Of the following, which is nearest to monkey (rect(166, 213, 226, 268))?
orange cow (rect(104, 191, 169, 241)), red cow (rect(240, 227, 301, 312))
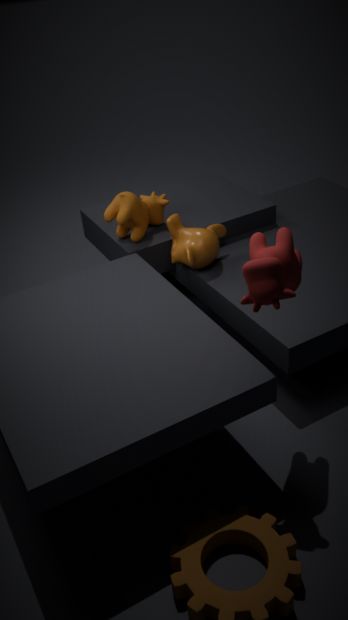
orange cow (rect(104, 191, 169, 241))
